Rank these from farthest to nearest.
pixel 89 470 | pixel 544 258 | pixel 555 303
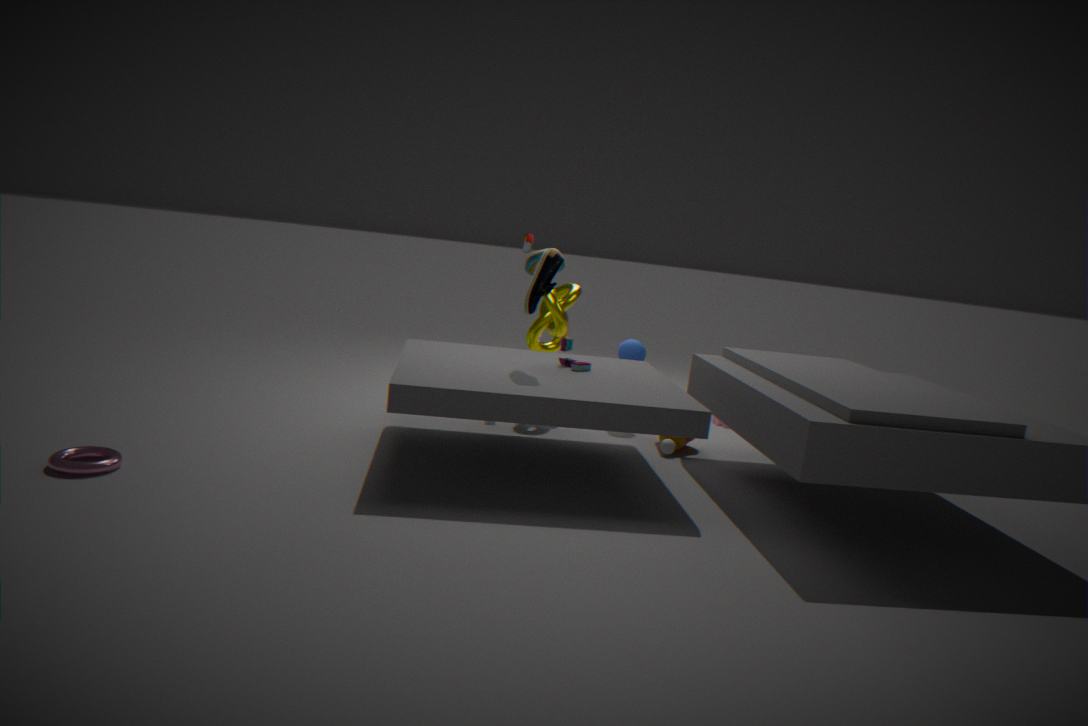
pixel 555 303
pixel 544 258
pixel 89 470
